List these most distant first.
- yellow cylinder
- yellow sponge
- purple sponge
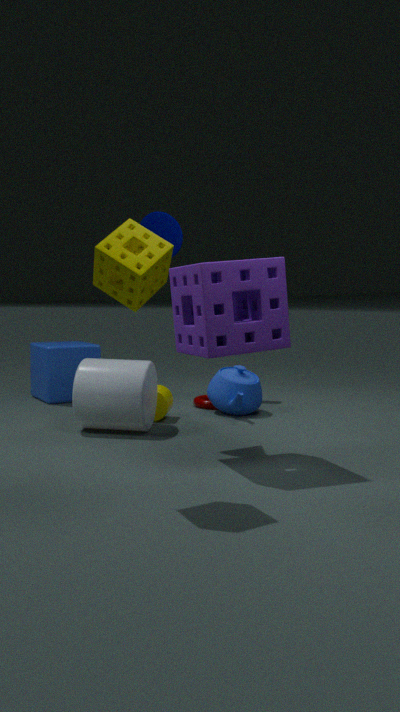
yellow cylinder, purple sponge, yellow sponge
